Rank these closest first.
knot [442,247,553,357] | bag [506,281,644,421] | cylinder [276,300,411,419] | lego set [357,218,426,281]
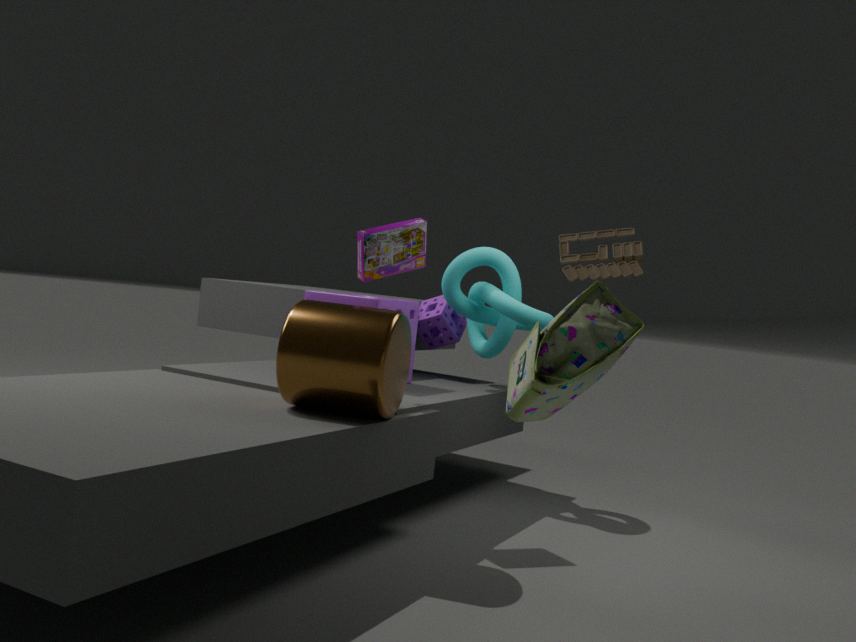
bag [506,281,644,421]
cylinder [276,300,411,419]
lego set [357,218,426,281]
knot [442,247,553,357]
